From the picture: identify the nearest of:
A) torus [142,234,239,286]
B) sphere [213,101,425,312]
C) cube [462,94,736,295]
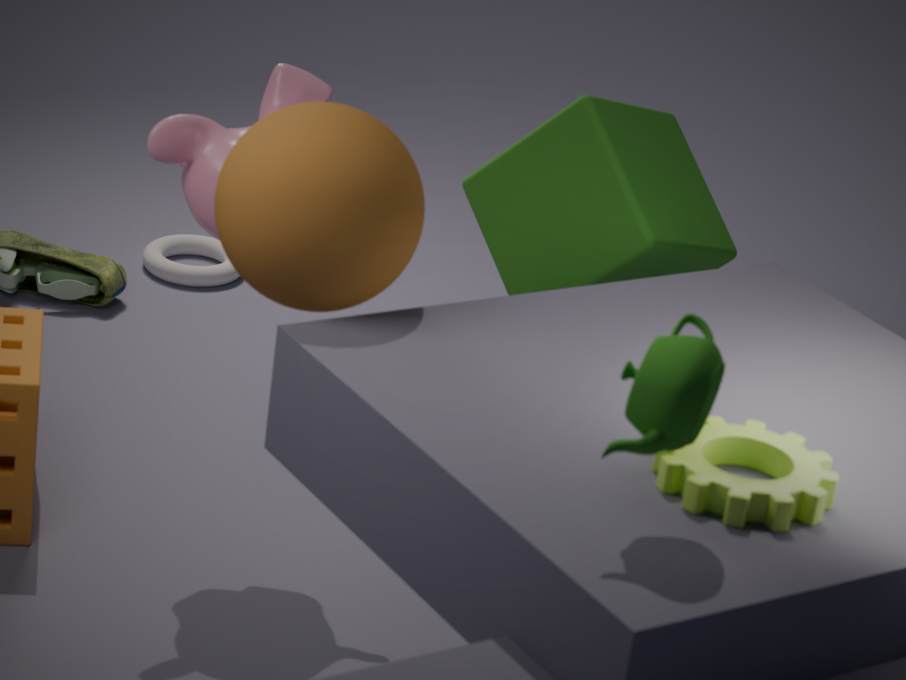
sphere [213,101,425,312]
